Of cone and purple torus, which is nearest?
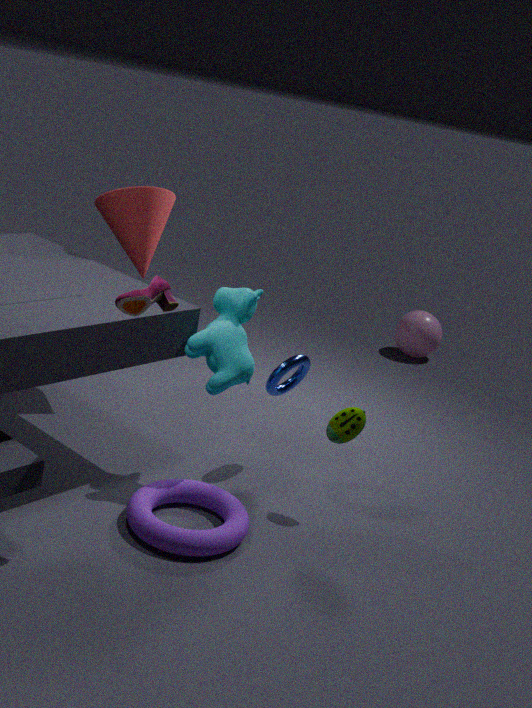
purple torus
